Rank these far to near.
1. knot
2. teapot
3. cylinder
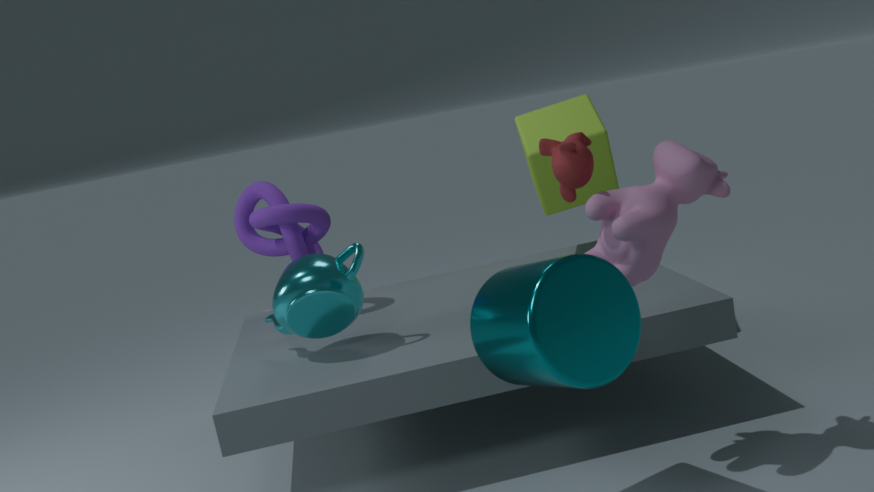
1. knot
2. teapot
3. cylinder
